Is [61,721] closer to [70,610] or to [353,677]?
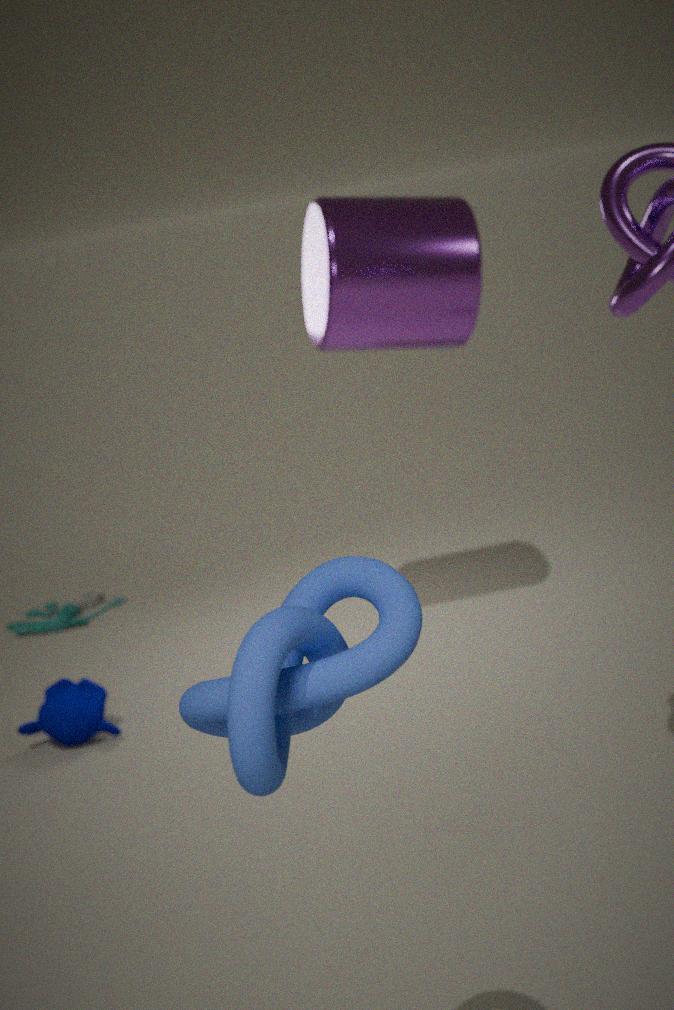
[70,610]
